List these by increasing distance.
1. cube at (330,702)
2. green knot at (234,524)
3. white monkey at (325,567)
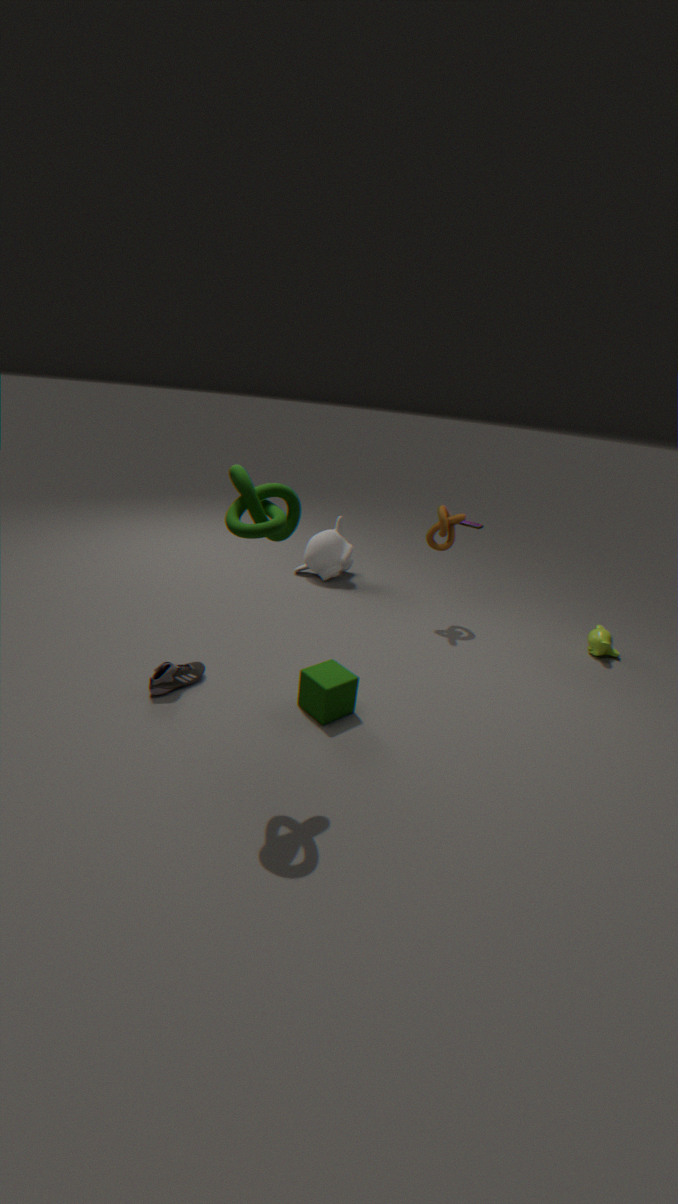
1. green knot at (234,524)
2. cube at (330,702)
3. white monkey at (325,567)
